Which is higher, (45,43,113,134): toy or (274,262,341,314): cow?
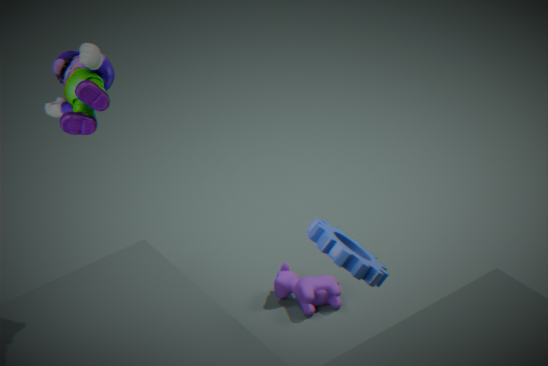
(45,43,113,134): toy
